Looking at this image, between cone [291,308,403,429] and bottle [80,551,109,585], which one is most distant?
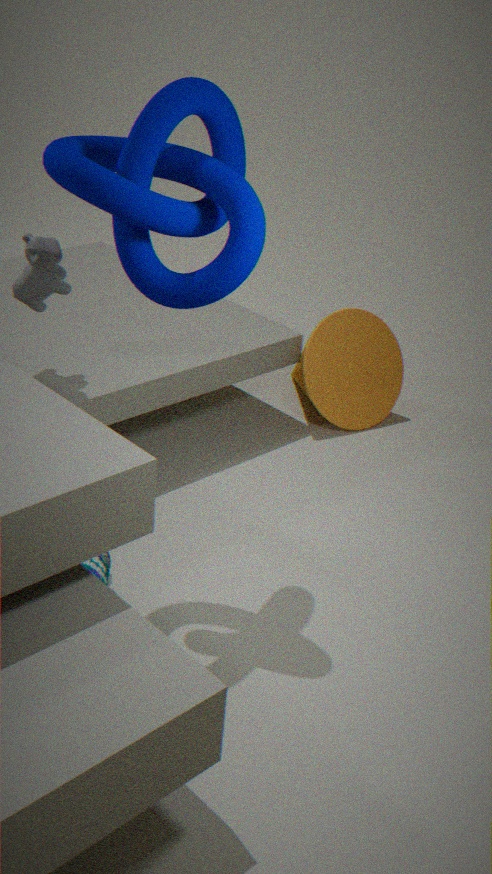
Answer: cone [291,308,403,429]
